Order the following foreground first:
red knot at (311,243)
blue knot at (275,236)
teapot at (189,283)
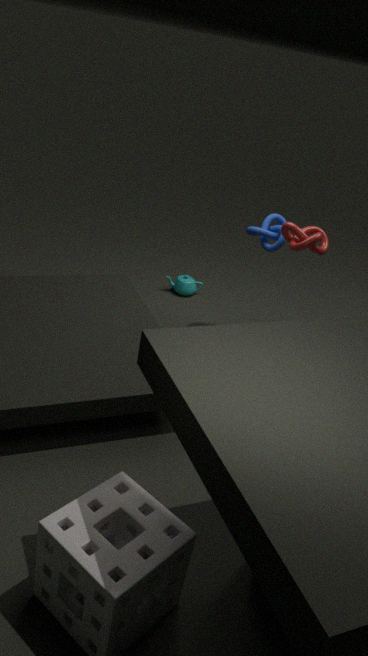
red knot at (311,243) → blue knot at (275,236) → teapot at (189,283)
